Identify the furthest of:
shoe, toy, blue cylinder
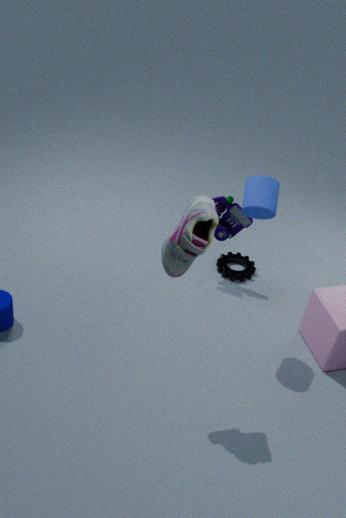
toy
